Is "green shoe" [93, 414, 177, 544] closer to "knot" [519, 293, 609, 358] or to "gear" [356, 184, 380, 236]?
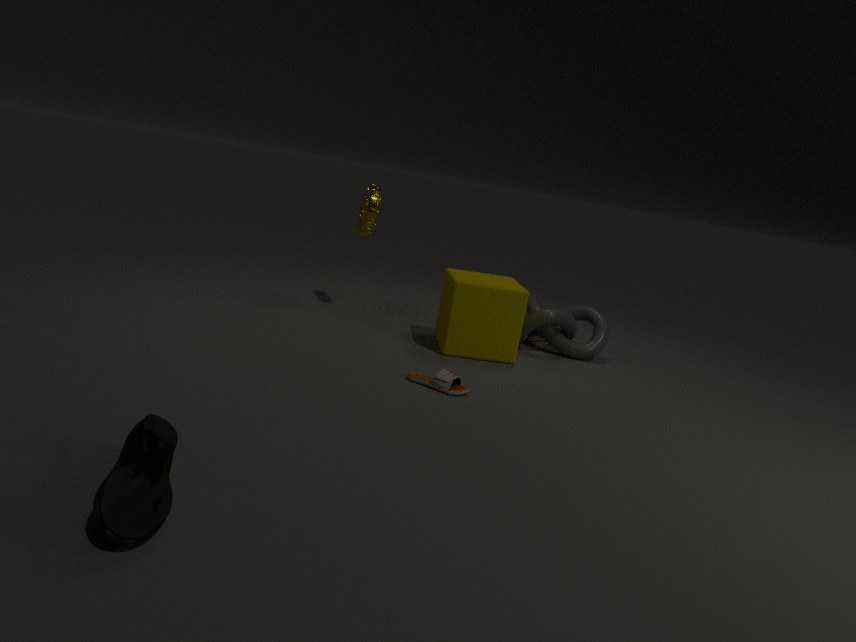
"gear" [356, 184, 380, 236]
